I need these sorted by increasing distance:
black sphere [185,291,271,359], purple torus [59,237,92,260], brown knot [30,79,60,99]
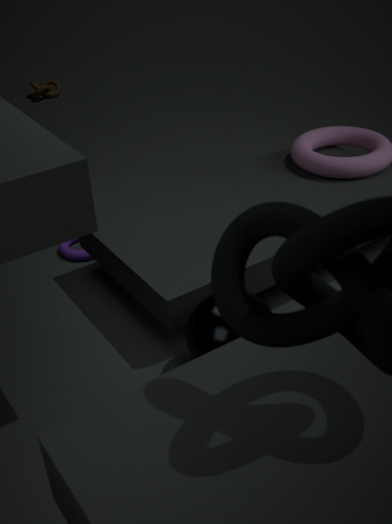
black sphere [185,291,271,359]
purple torus [59,237,92,260]
brown knot [30,79,60,99]
